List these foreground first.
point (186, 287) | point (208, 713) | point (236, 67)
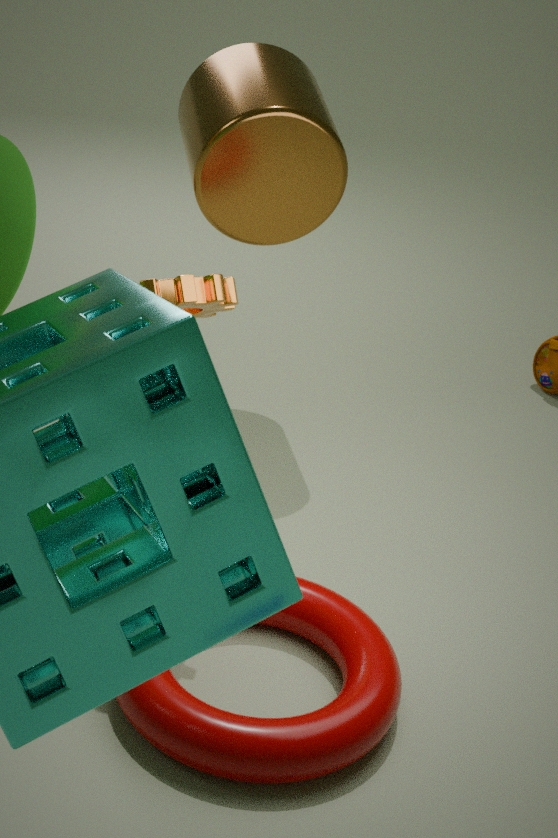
1. point (208, 713)
2. point (186, 287)
3. point (236, 67)
